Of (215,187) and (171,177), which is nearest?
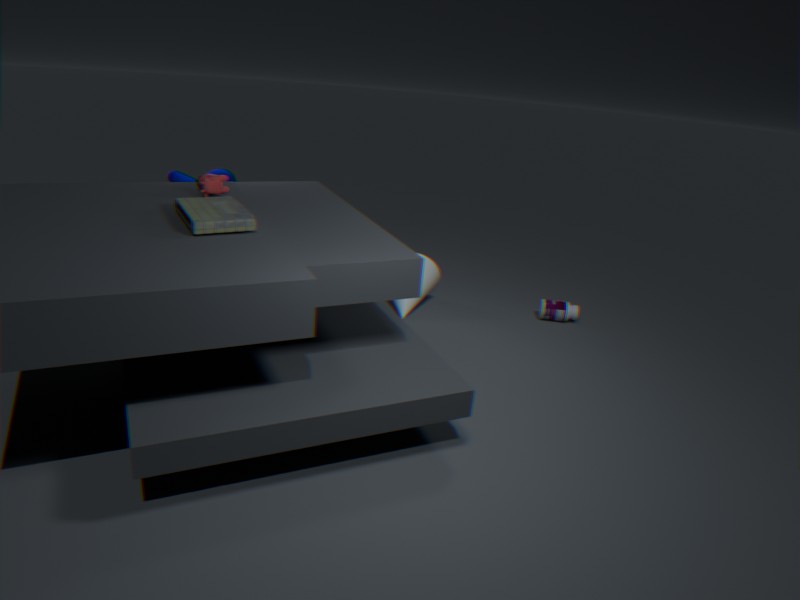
(215,187)
